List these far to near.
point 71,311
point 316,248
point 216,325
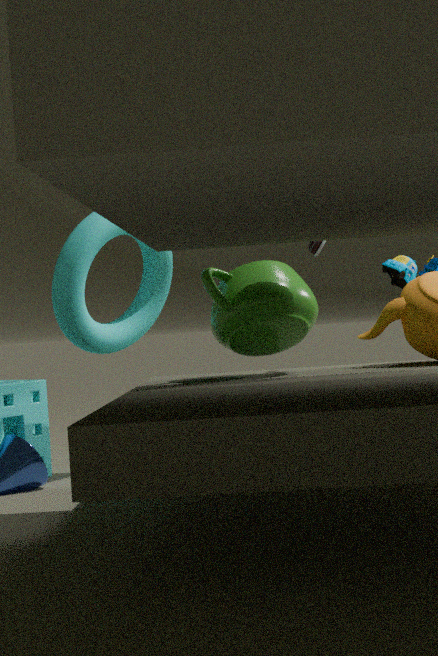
point 316,248 → point 71,311 → point 216,325
